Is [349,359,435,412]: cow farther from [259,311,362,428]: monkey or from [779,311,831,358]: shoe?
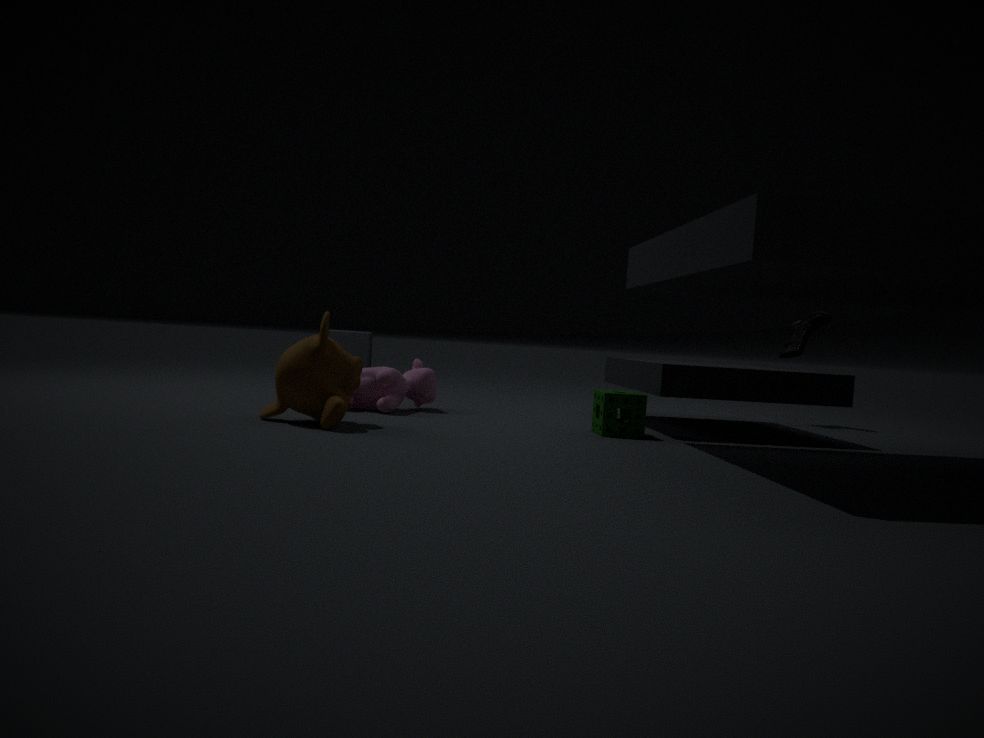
[779,311,831,358]: shoe
